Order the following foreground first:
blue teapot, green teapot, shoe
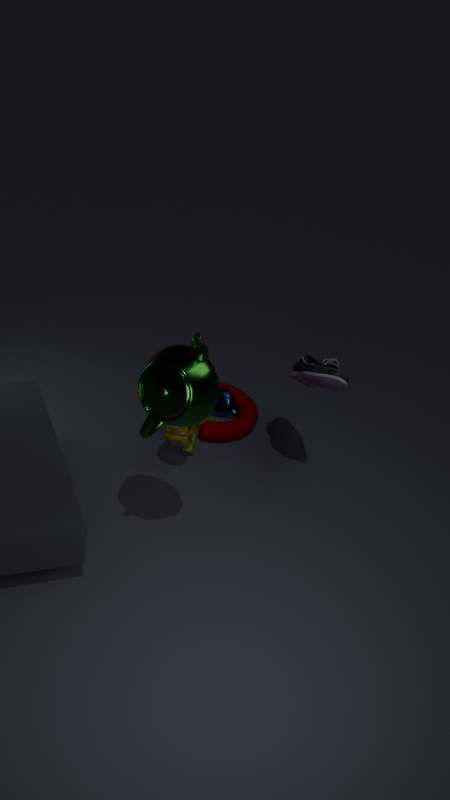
green teapot
shoe
blue teapot
